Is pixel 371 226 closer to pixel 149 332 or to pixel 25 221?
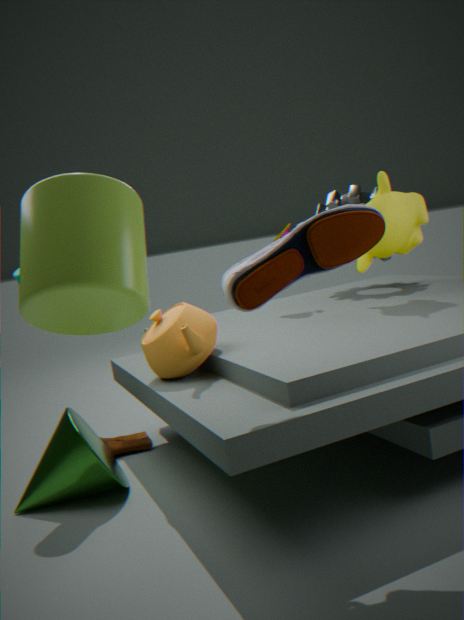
pixel 25 221
